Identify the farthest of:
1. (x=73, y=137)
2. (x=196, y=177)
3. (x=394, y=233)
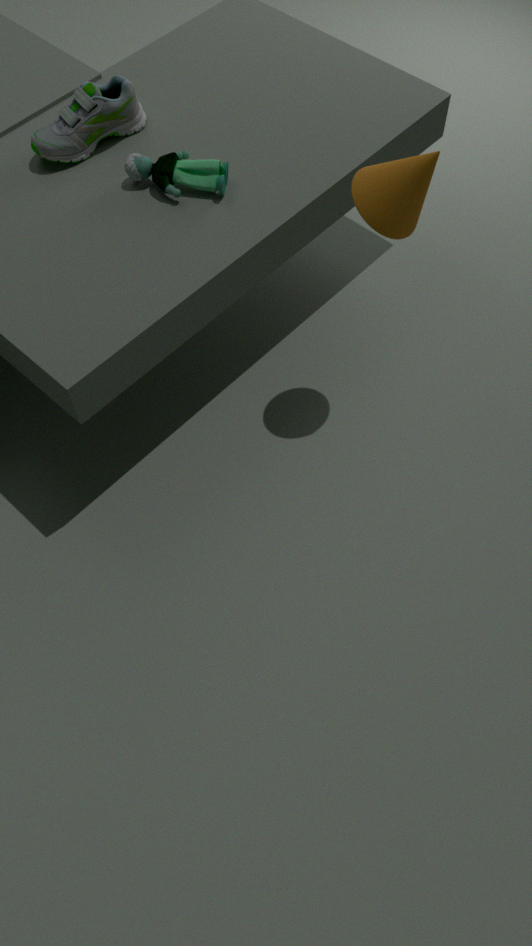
(x=73, y=137)
